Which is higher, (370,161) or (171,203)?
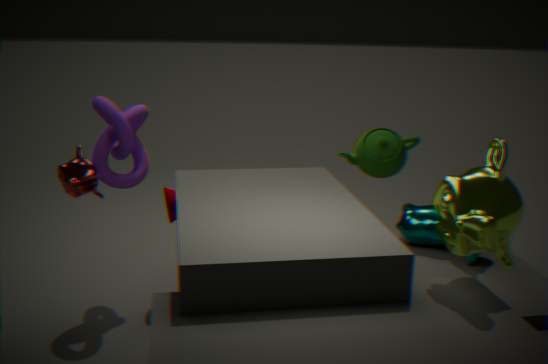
(370,161)
